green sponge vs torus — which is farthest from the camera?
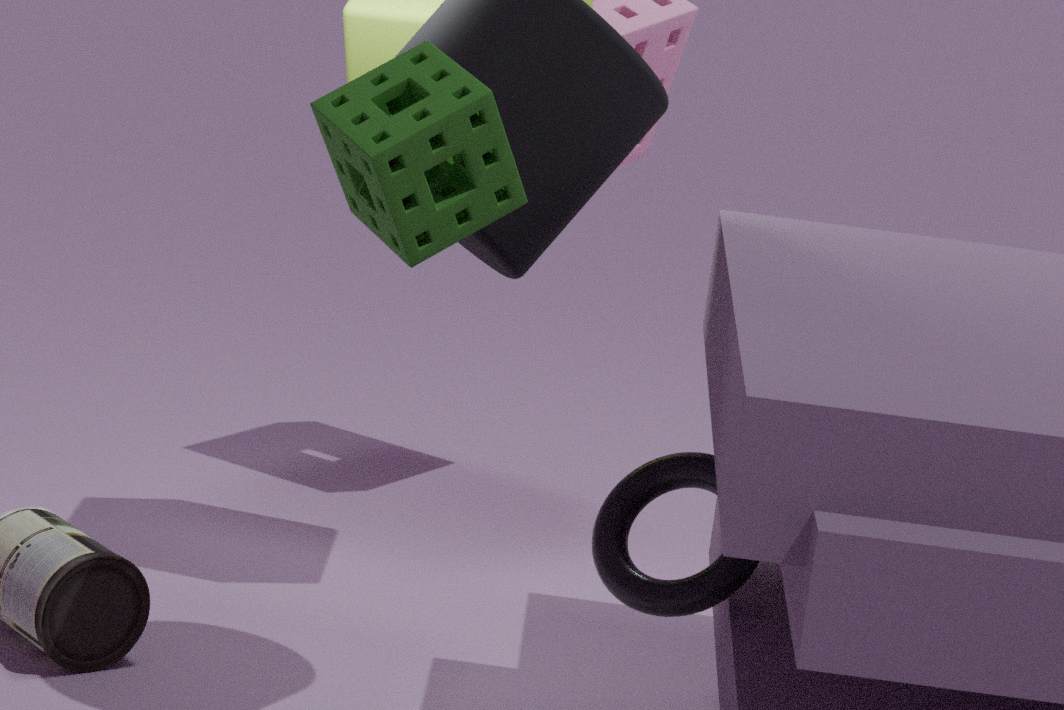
torus
